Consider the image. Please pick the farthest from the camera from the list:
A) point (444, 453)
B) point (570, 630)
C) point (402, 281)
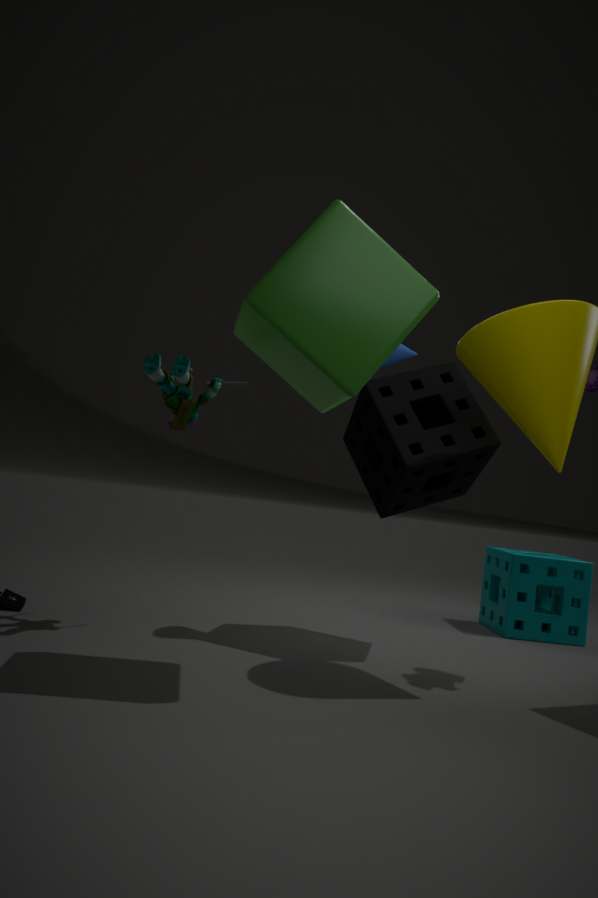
point (570, 630)
